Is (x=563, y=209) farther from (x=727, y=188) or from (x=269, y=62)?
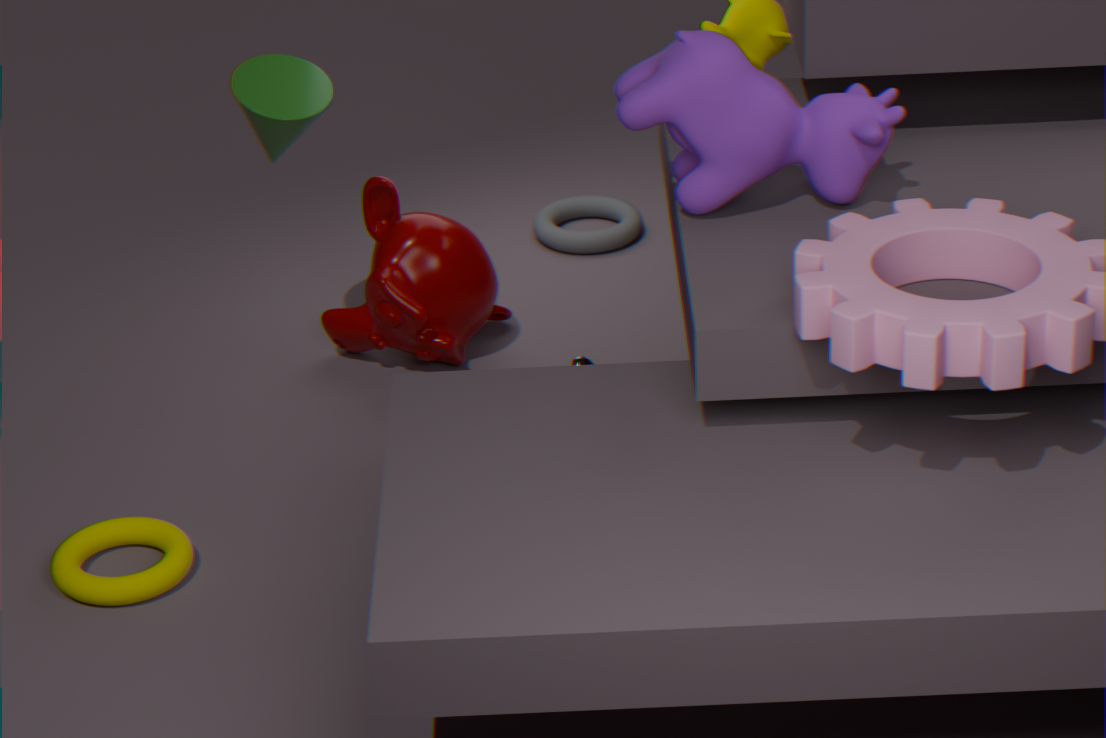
(x=727, y=188)
